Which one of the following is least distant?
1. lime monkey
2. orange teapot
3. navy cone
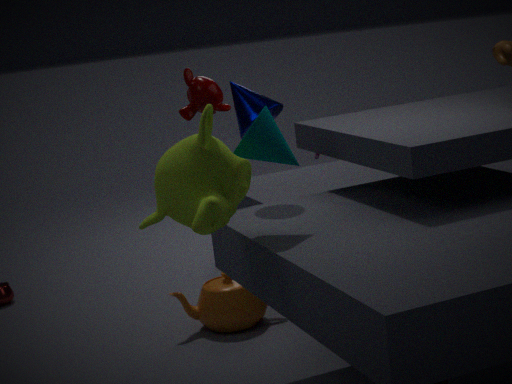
lime monkey
